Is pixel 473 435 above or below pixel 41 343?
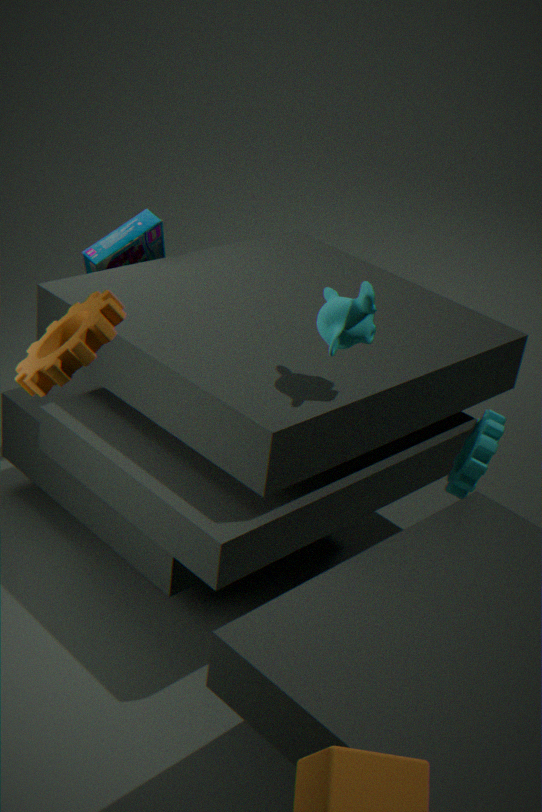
below
